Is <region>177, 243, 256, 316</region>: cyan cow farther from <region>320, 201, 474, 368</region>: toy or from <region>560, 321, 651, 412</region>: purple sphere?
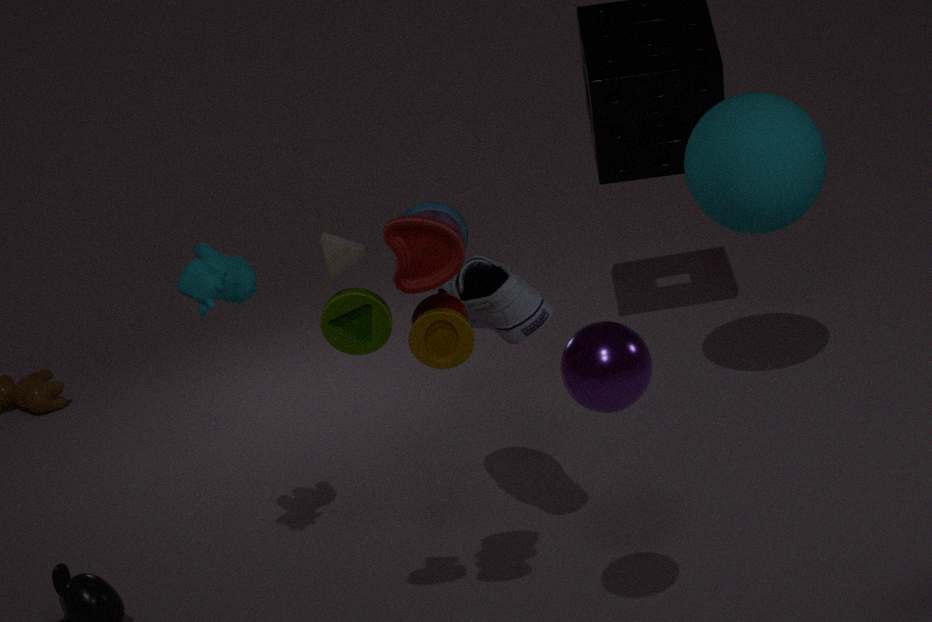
<region>560, 321, 651, 412</region>: purple sphere
